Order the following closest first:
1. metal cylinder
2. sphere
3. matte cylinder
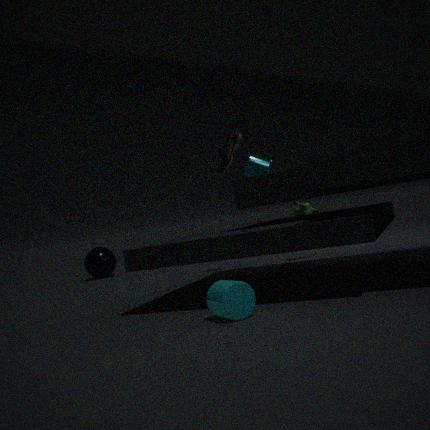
matte cylinder < metal cylinder < sphere
